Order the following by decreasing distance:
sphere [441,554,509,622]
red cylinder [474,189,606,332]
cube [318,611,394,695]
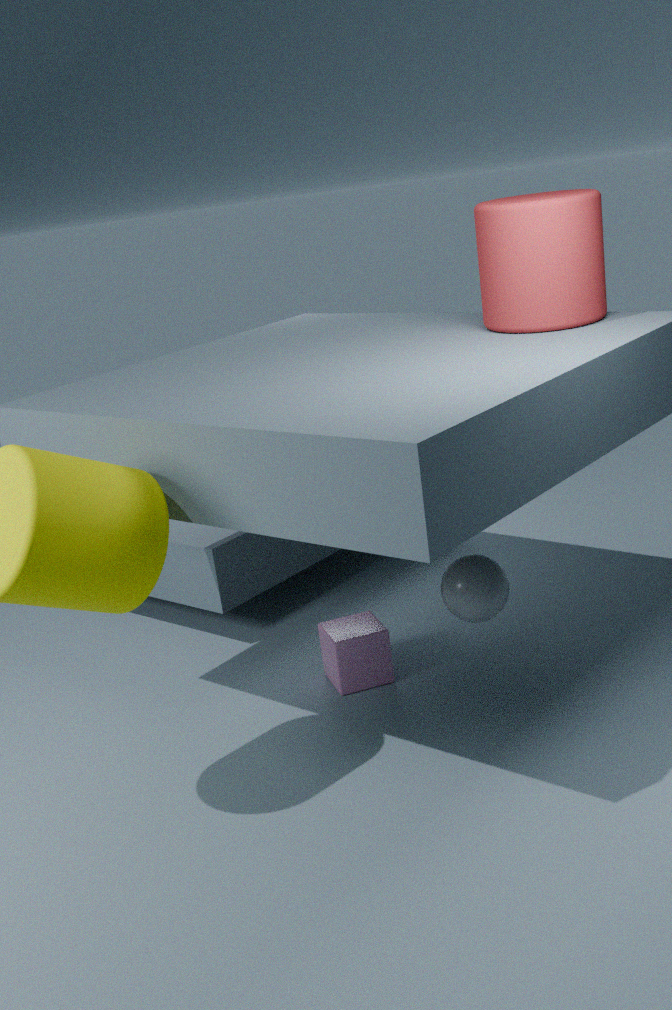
cube [318,611,394,695] → red cylinder [474,189,606,332] → sphere [441,554,509,622]
